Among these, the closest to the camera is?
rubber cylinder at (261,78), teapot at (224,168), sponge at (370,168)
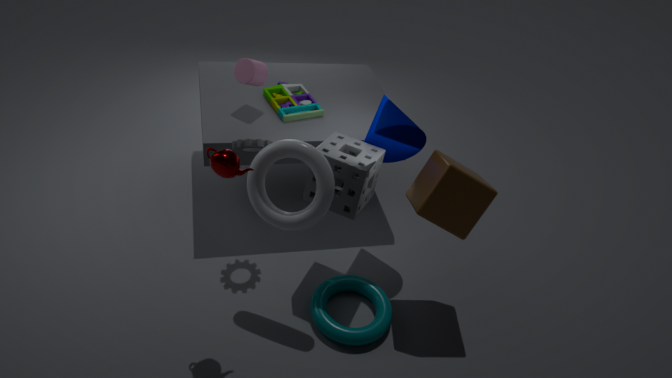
teapot at (224,168)
